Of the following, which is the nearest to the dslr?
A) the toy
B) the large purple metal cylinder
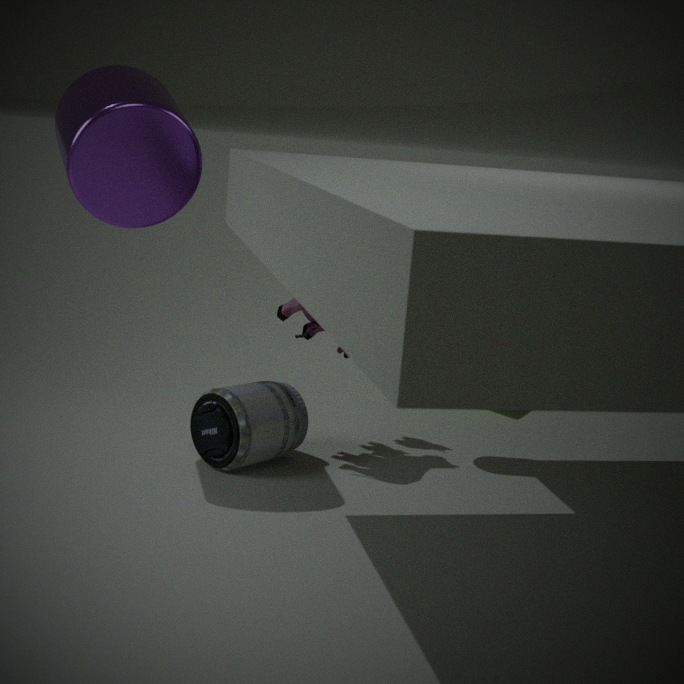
the toy
